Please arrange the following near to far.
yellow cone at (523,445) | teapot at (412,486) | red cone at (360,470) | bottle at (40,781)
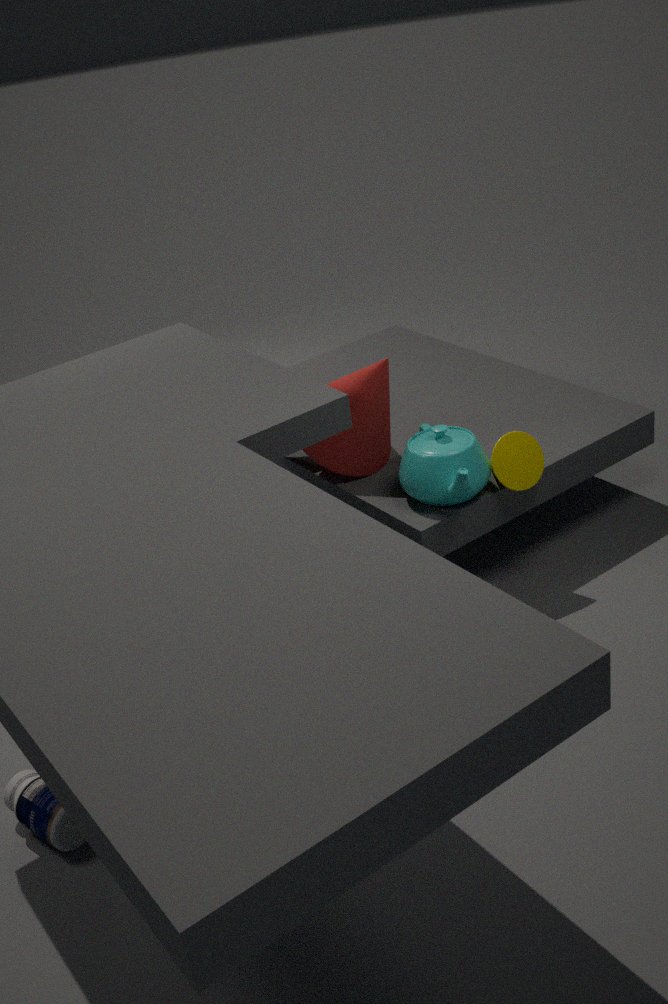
bottle at (40,781) → teapot at (412,486) → yellow cone at (523,445) → red cone at (360,470)
